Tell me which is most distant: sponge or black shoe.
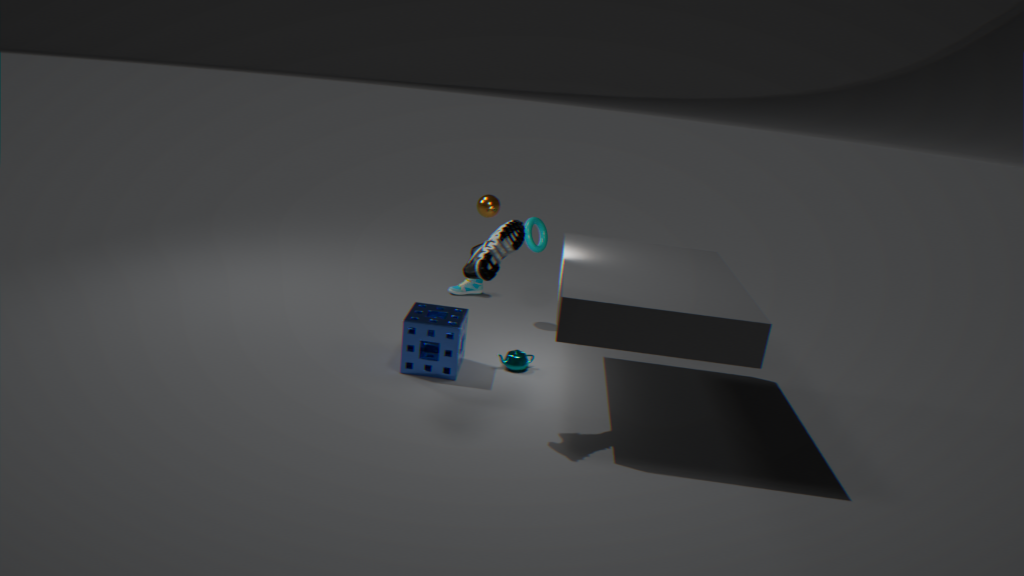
sponge
